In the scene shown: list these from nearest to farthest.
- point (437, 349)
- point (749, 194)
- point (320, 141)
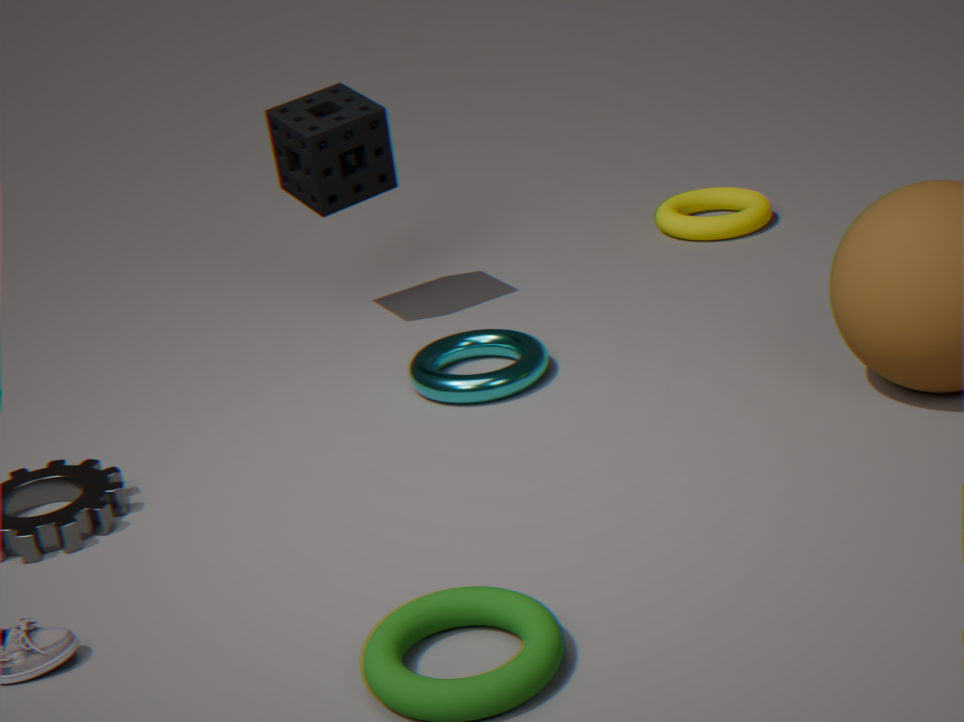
point (437, 349), point (320, 141), point (749, 194)
